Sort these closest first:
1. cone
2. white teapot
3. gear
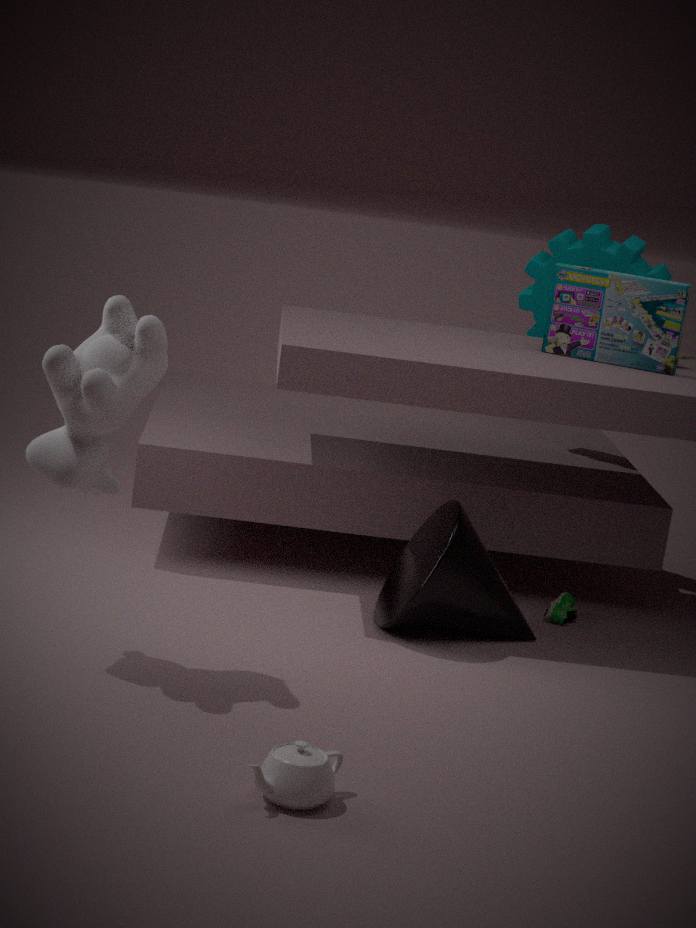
white teapot, cone, gear
